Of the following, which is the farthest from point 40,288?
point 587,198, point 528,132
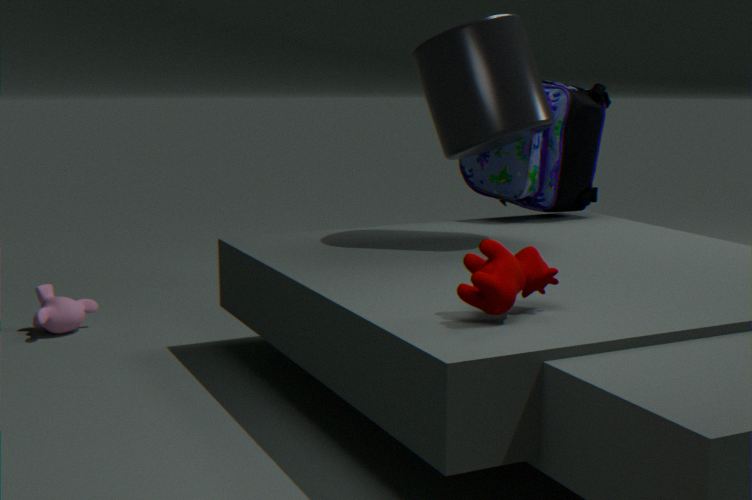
point 587,198
